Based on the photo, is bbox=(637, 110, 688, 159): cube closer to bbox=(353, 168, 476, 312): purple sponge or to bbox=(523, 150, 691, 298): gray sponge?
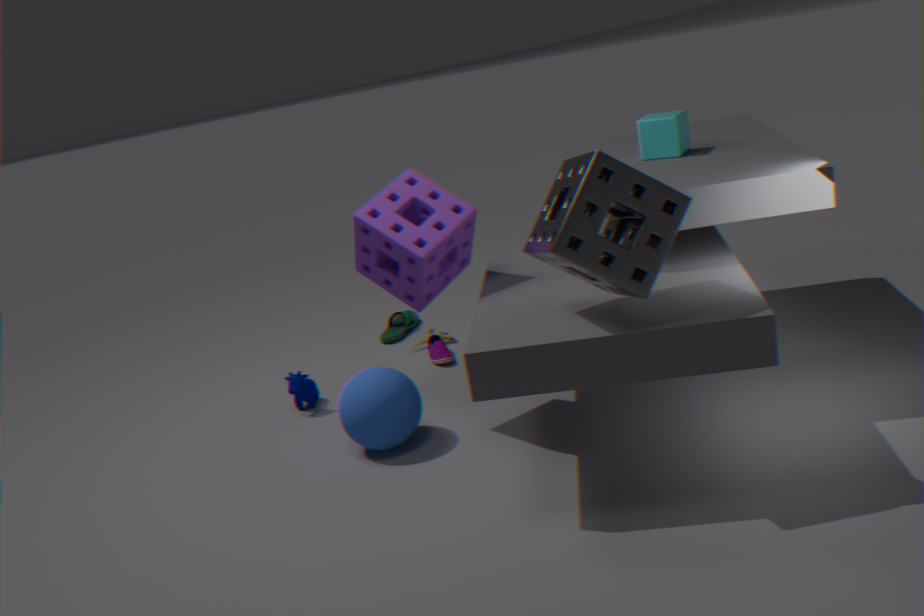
bbox=(523, 150, 691, 298): gray sponge
